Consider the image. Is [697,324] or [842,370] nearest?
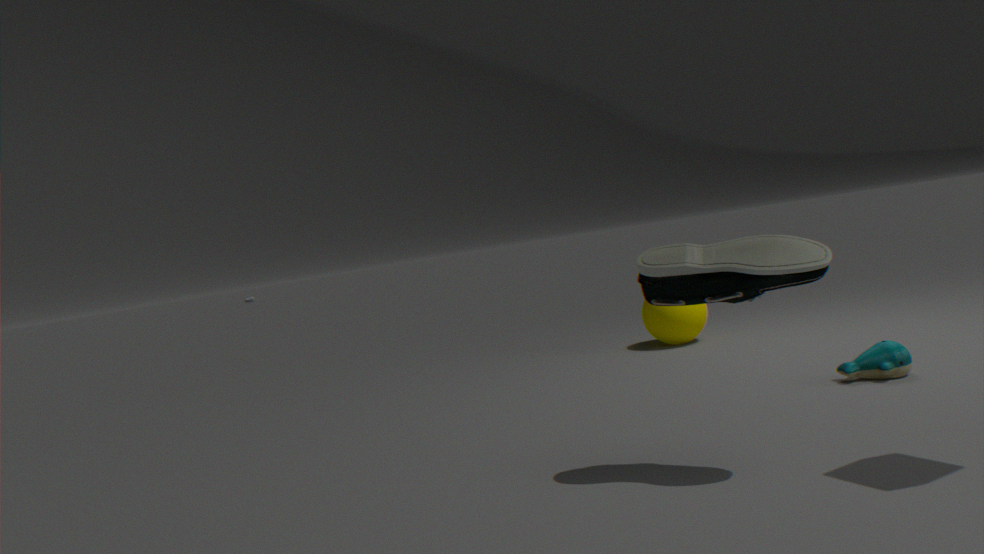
[842,370]
